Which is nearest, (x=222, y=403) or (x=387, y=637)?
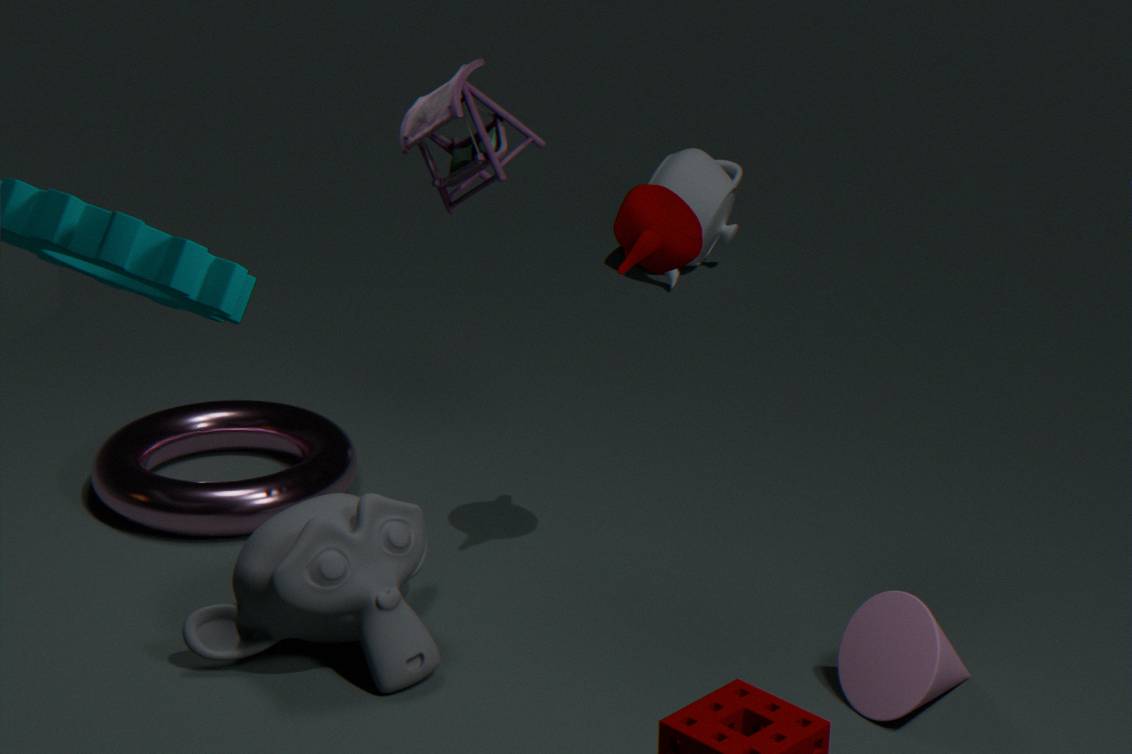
(x=387, y=637)
